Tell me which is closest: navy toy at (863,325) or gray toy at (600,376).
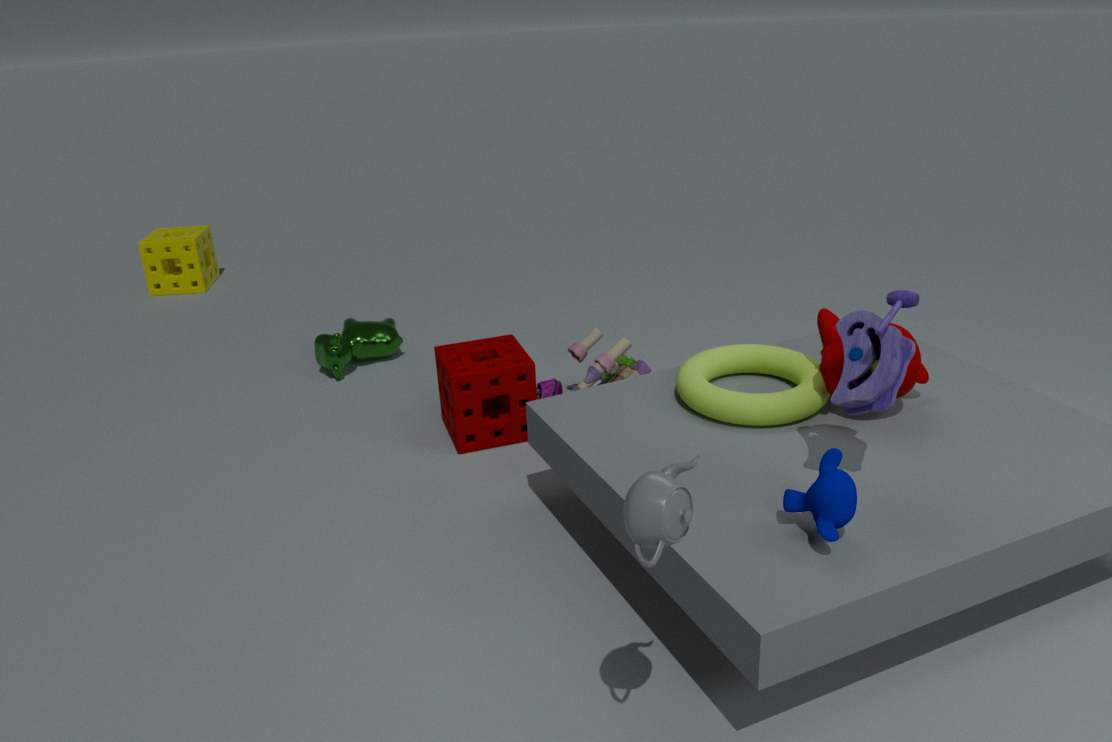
navy toy at (863,325)
